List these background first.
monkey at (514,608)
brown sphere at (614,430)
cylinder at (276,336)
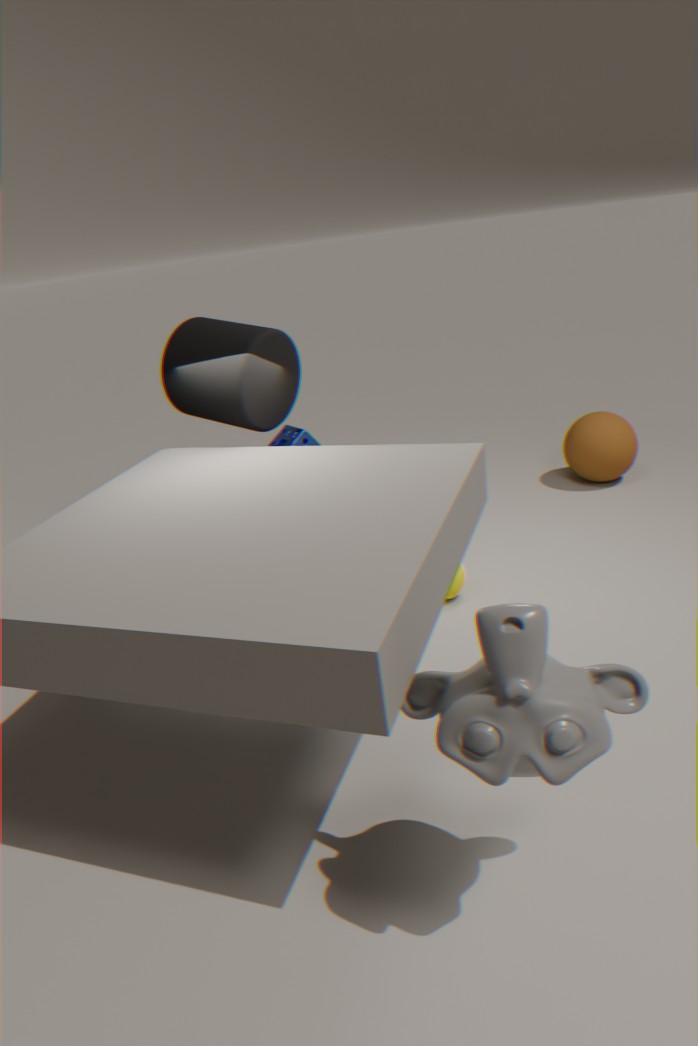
1. brown sphere at (614,430)
2. cylinder at (276,336)
3. monkey at (514,608)
